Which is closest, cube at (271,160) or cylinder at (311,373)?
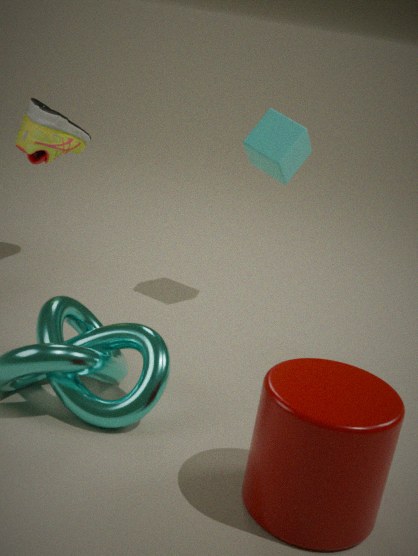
cylinder at (311,373)
